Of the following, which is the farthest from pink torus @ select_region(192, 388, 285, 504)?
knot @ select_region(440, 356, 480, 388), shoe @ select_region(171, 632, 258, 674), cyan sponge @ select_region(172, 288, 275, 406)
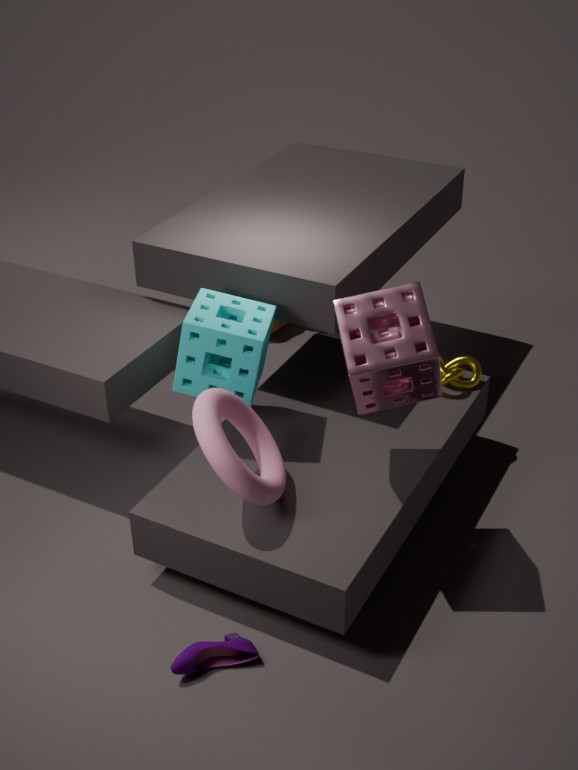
knot @ select_region(440, 356, 480, 388)
